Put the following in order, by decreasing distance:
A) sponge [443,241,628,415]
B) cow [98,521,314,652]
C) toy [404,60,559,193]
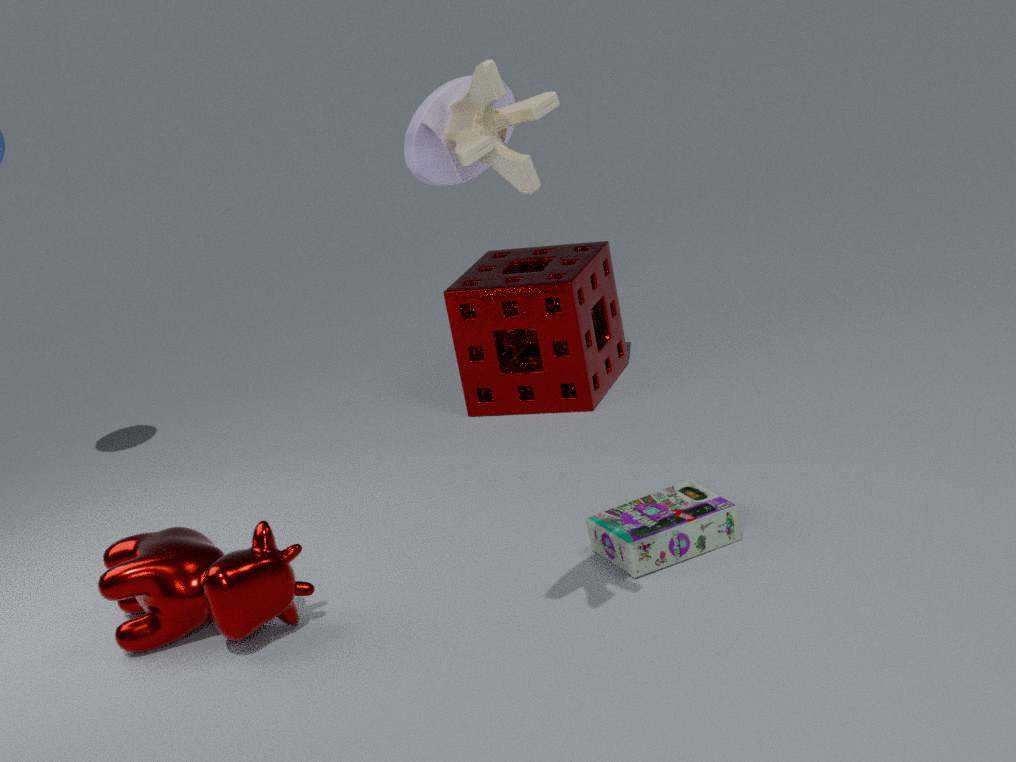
sponge [443,241,628,415], cow [98,521,314,652], toy [404,60,559,193]
